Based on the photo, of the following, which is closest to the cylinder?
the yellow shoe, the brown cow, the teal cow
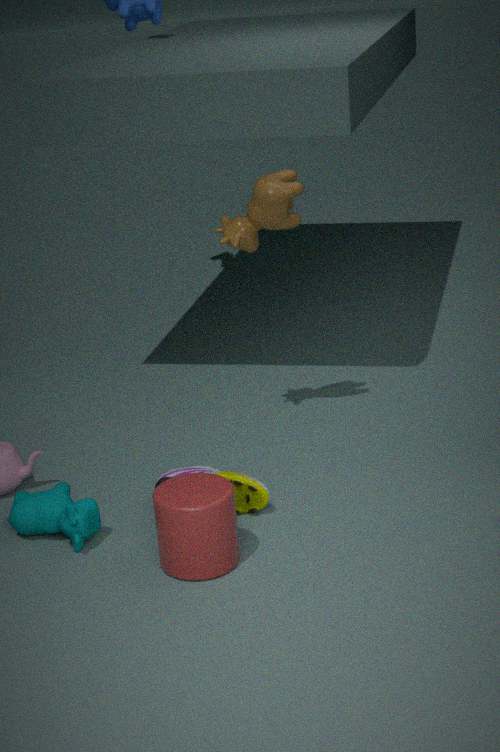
the yellow shoe
